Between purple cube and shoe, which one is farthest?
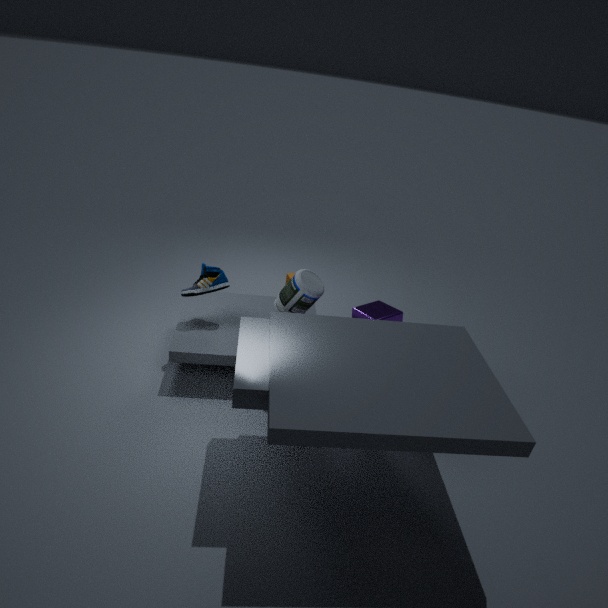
purple cube
